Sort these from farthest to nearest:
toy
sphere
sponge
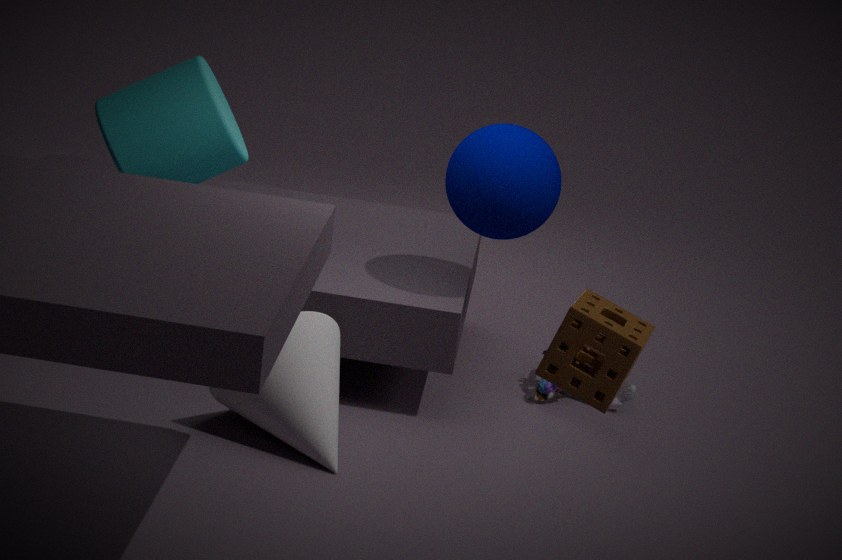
1. toy
2. sphere
3. sponge
